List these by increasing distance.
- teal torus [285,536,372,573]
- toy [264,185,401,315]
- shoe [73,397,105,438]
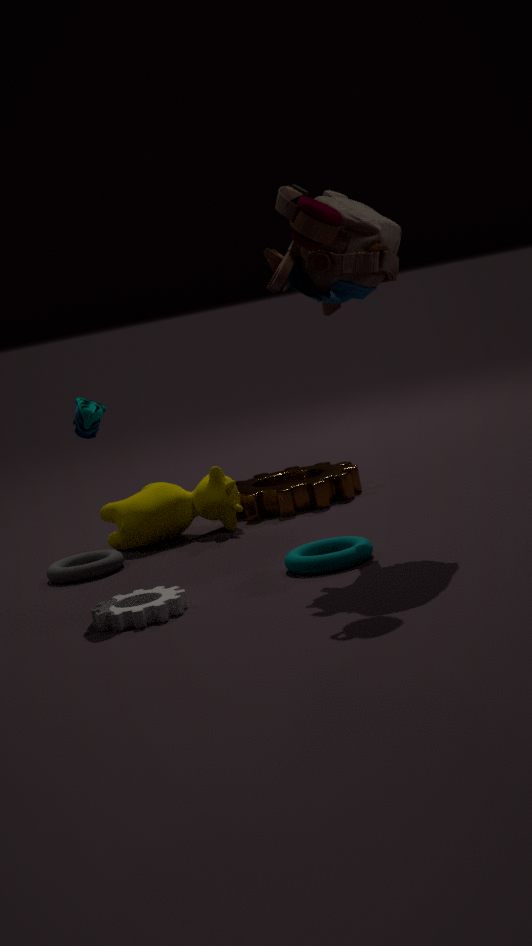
toy [264,185,401,315] < teal torus [285,536,372,573] < shoe [73,397,105,438]
